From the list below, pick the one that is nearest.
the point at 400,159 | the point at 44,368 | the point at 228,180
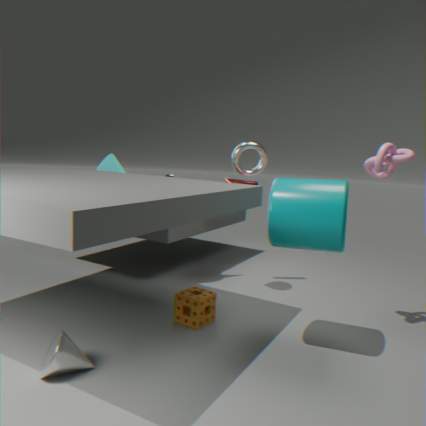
the point at 44,368
